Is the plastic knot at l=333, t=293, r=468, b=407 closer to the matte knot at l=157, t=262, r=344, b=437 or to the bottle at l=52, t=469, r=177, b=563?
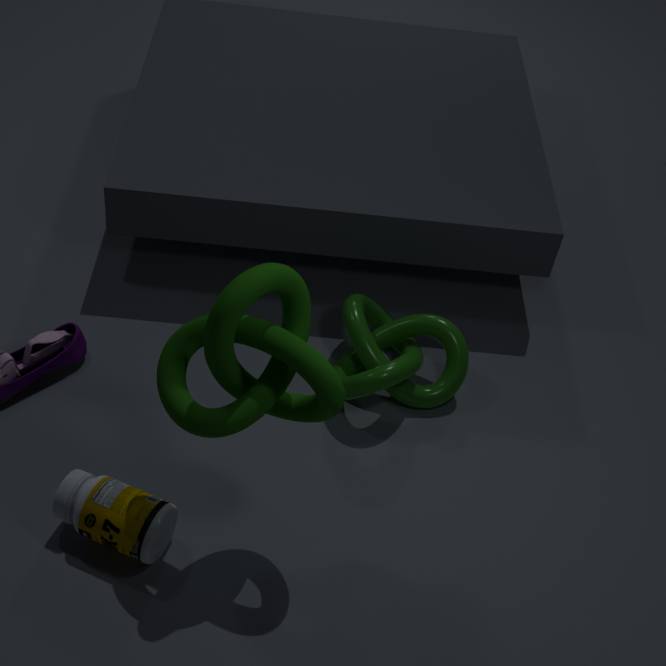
the matte knot at l=157, t=262, r=344, b=437
